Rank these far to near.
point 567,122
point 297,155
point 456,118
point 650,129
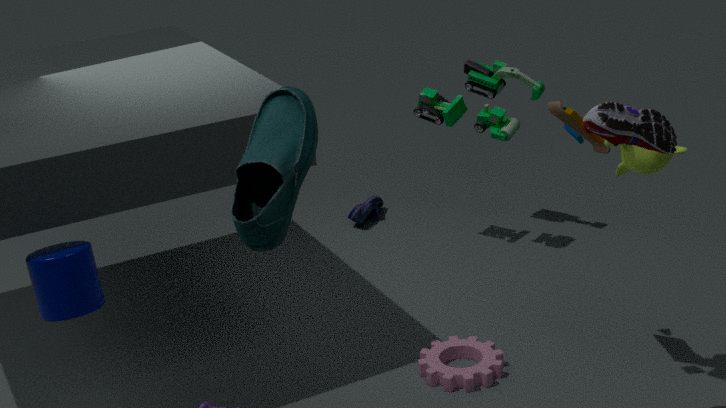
point 456,118 < point 567,122 < point 650,129 < point 297,155
